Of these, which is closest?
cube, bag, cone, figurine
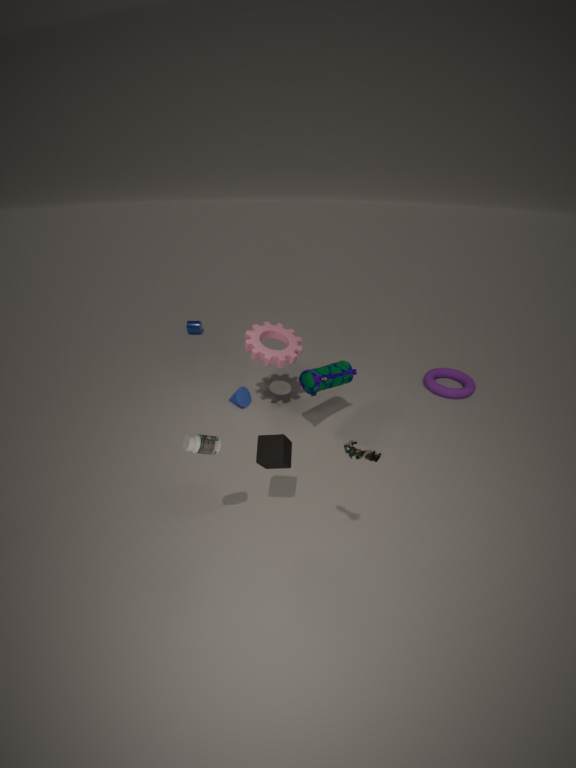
figurine
